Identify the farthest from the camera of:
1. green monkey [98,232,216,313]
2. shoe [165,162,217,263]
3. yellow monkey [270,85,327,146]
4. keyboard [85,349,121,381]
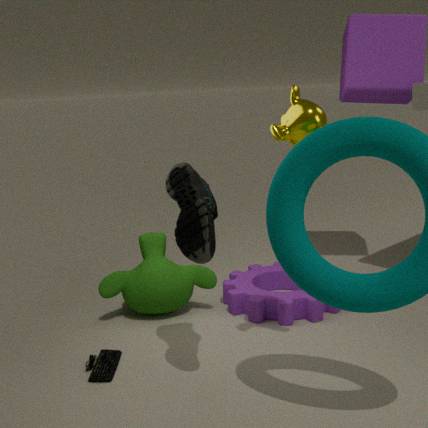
green monkey [98,232,216,313]
